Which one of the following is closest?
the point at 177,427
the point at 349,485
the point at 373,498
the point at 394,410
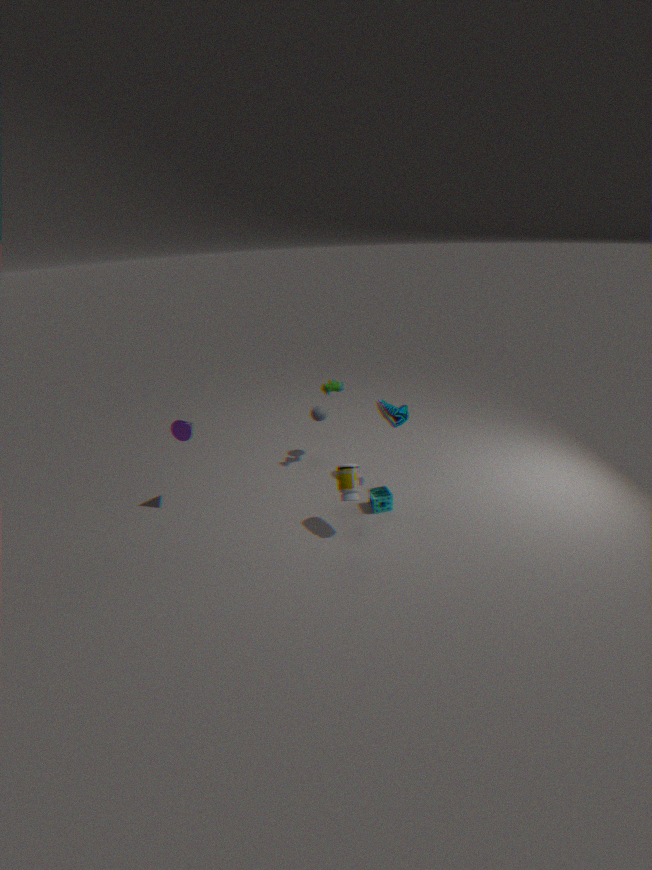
the point at 349,485
